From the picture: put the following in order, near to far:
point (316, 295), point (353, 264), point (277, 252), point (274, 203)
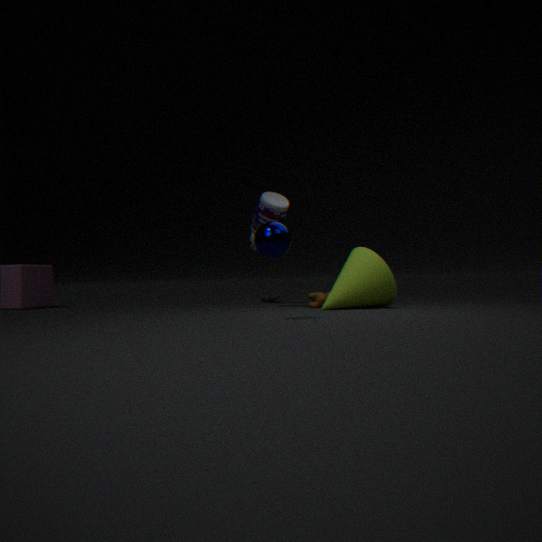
point (277, 252) < point (353, 264) < point (274, 203) < point (316, 295)
